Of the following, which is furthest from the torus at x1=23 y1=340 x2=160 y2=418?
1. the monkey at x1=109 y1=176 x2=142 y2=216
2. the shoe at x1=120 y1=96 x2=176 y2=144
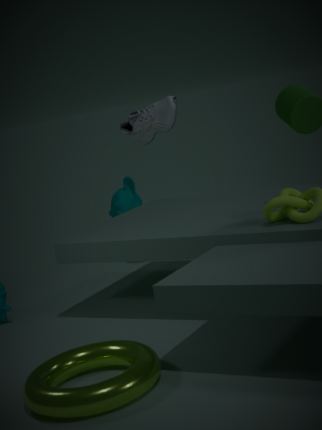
the monkey at x1=109 y1=176 x2=142 y2=216
